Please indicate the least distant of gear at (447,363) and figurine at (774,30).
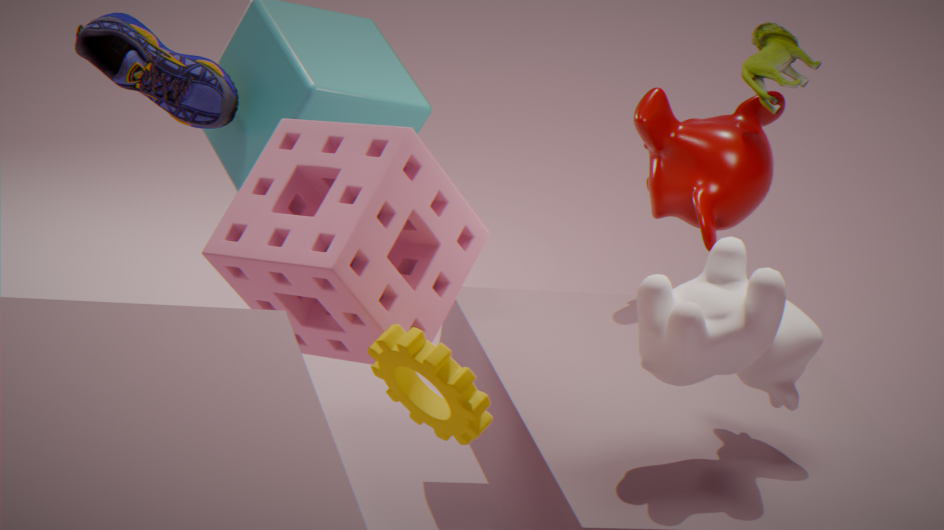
gear at (447,363)
